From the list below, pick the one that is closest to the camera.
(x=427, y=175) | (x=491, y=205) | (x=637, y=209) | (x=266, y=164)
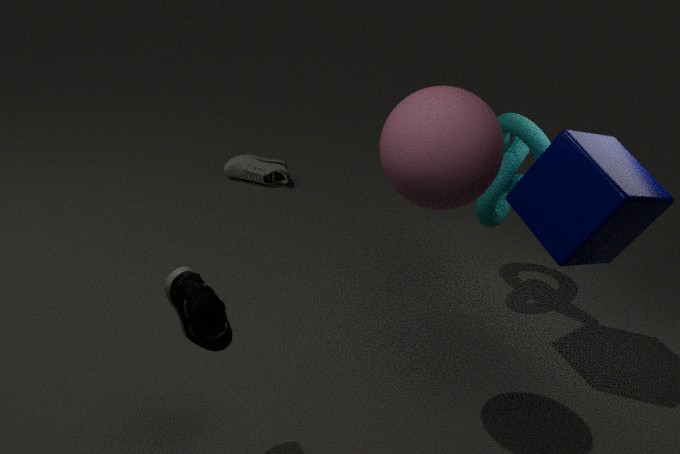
(x=427, y=175)
